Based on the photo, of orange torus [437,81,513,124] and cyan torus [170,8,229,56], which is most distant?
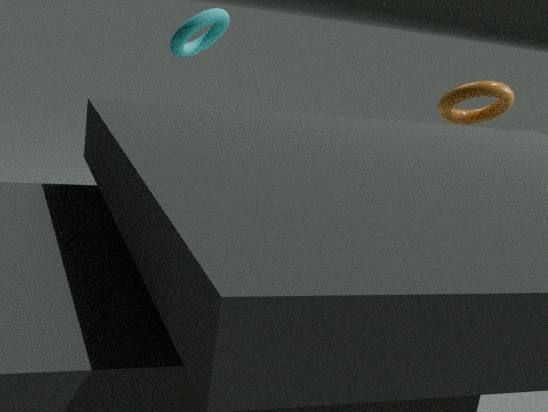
cyan torus [170,8,229,56]
